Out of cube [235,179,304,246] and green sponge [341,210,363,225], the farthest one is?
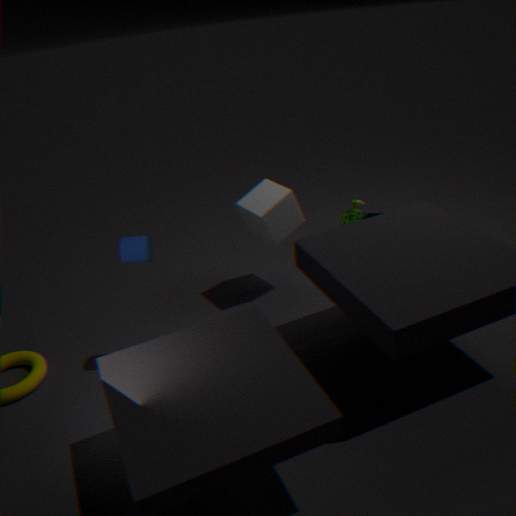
green sponge [341,210,363,225]
